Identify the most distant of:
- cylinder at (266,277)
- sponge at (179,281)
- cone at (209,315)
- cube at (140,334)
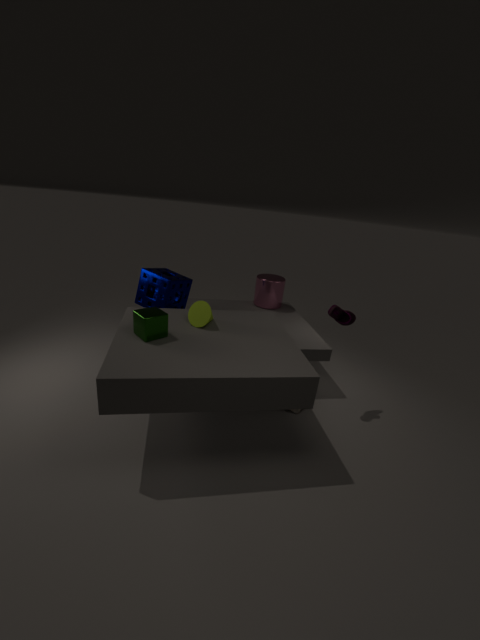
cylinder at (266,277)
